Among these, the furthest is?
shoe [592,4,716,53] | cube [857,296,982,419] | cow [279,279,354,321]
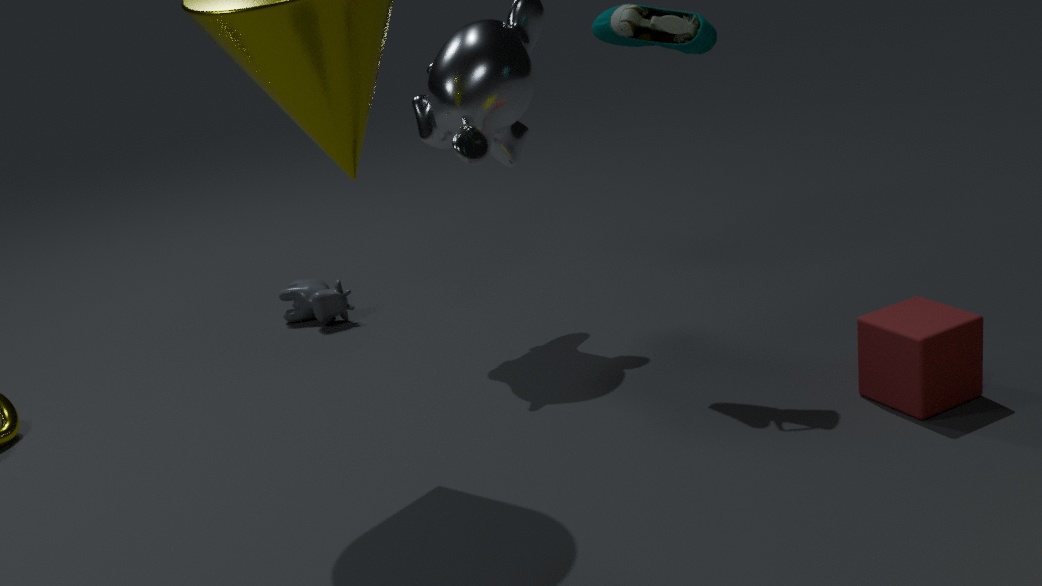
cow [279,279,354,321]
